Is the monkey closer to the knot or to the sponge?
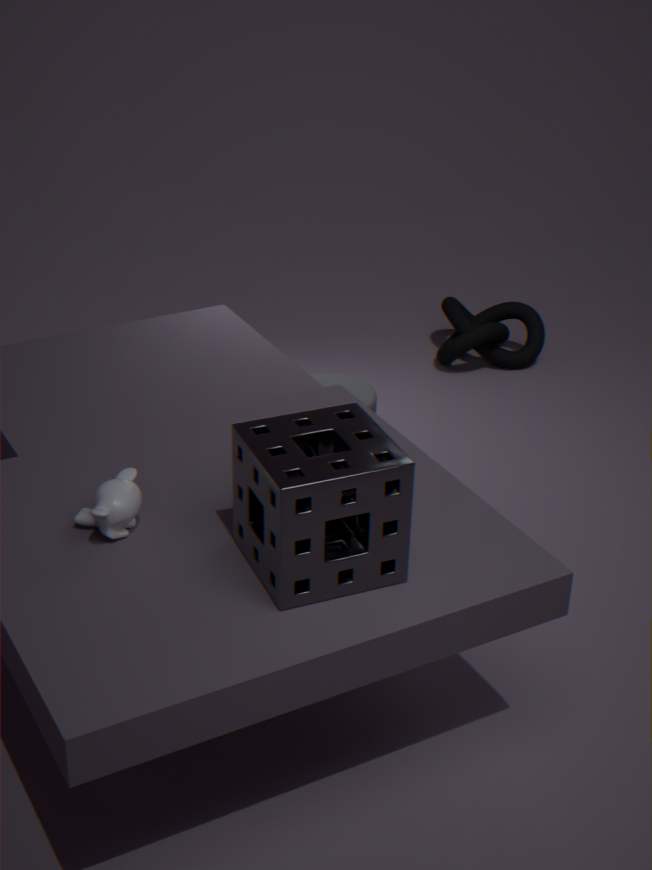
the sponge
